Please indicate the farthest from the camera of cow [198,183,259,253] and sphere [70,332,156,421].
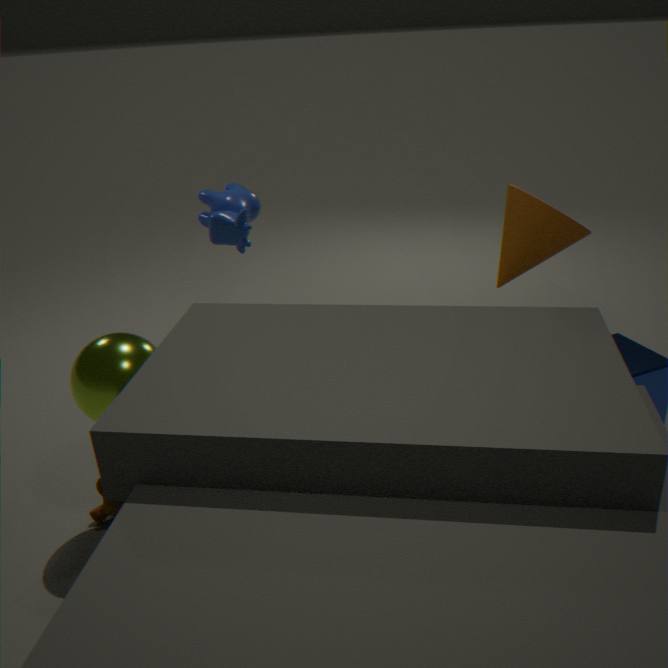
cow [198,183,259,253]
